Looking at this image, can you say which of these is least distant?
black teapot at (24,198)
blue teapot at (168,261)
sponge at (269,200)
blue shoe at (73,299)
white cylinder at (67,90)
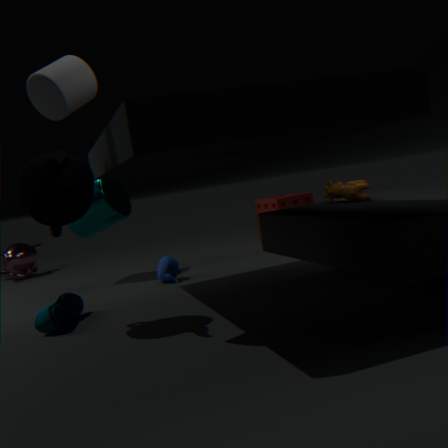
white cylinder at (67,90)
